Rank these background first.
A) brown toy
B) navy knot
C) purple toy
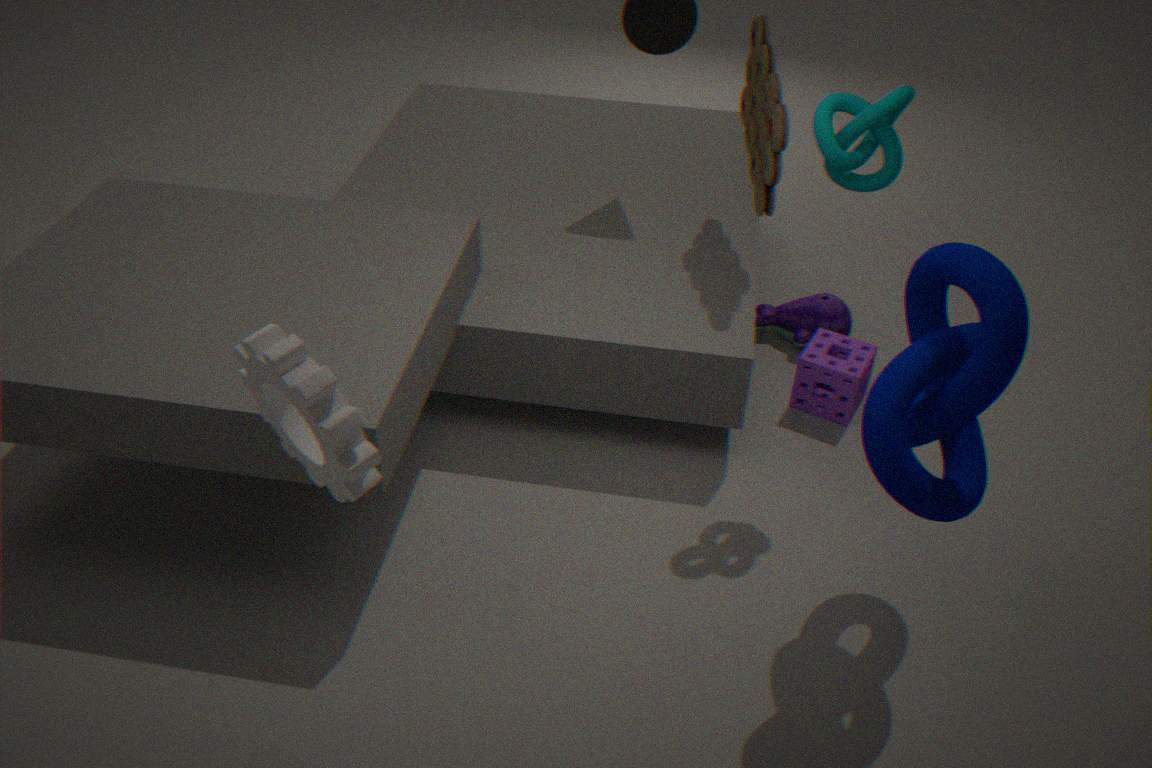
1. purple toy
2. brown toy
3. navy knot
